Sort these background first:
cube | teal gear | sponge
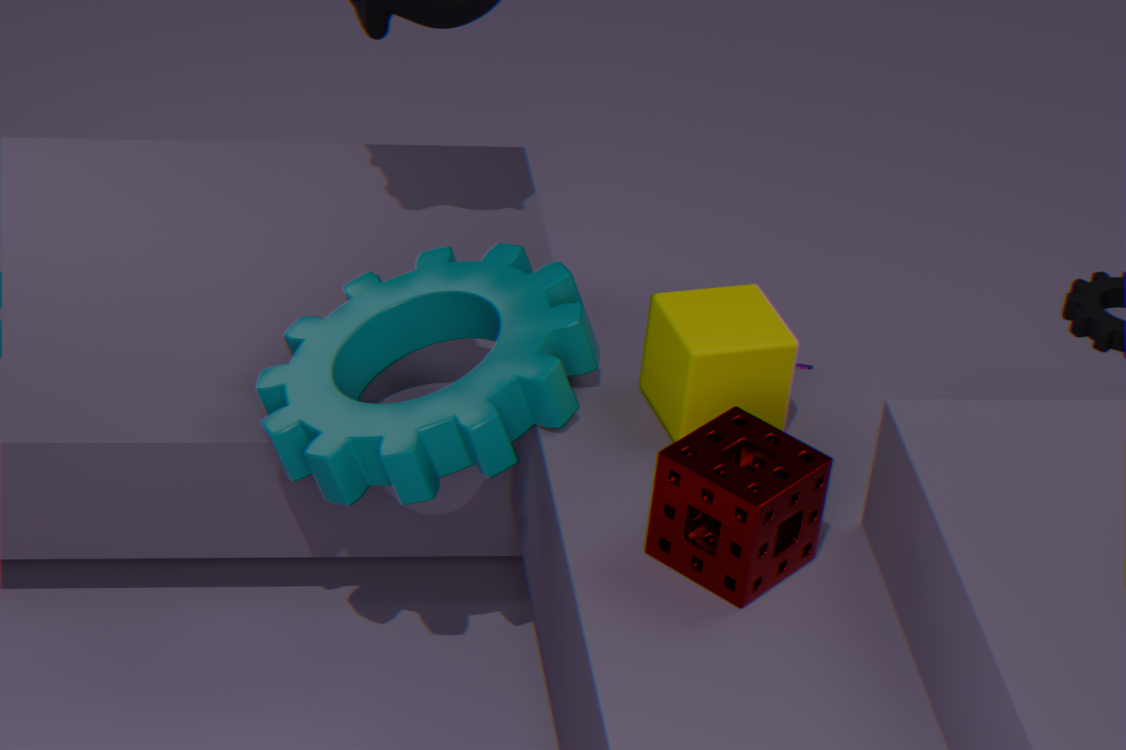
teal gear → cube → sponge
